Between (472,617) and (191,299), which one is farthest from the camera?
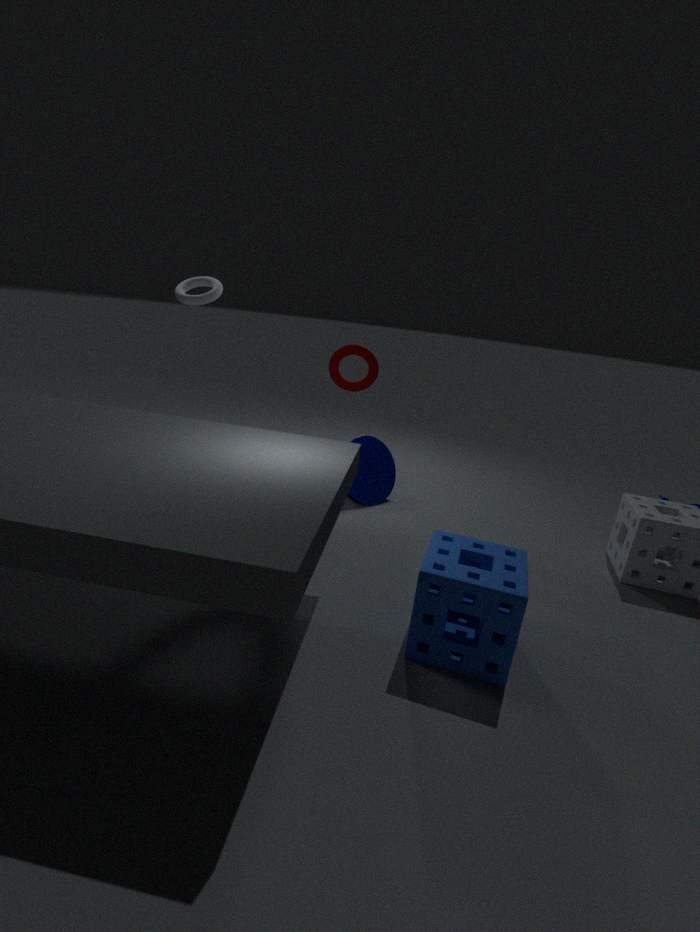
(191,299)
